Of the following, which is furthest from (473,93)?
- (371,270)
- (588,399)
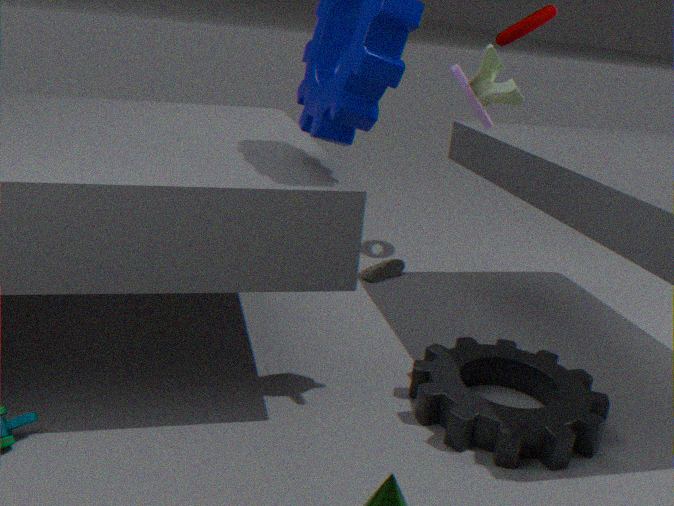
(371,270)
